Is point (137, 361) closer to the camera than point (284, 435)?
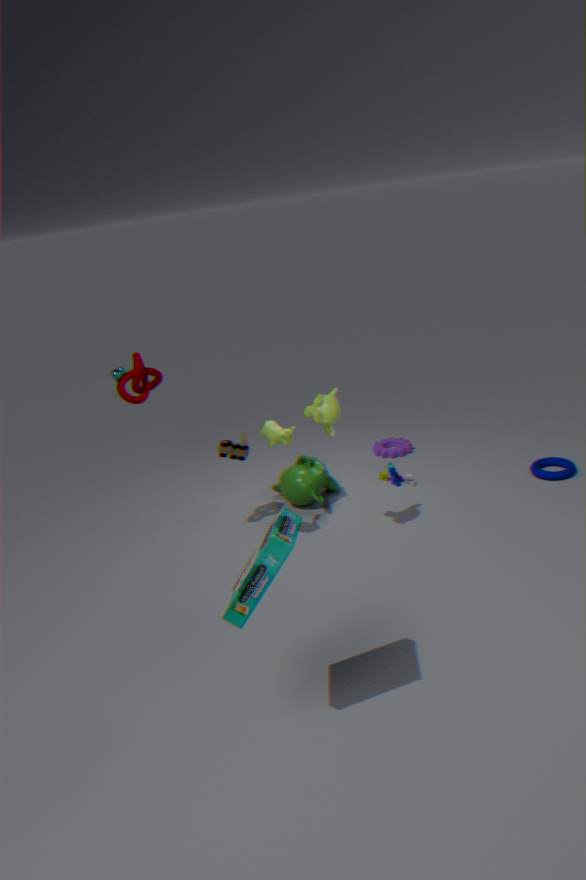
Yes
